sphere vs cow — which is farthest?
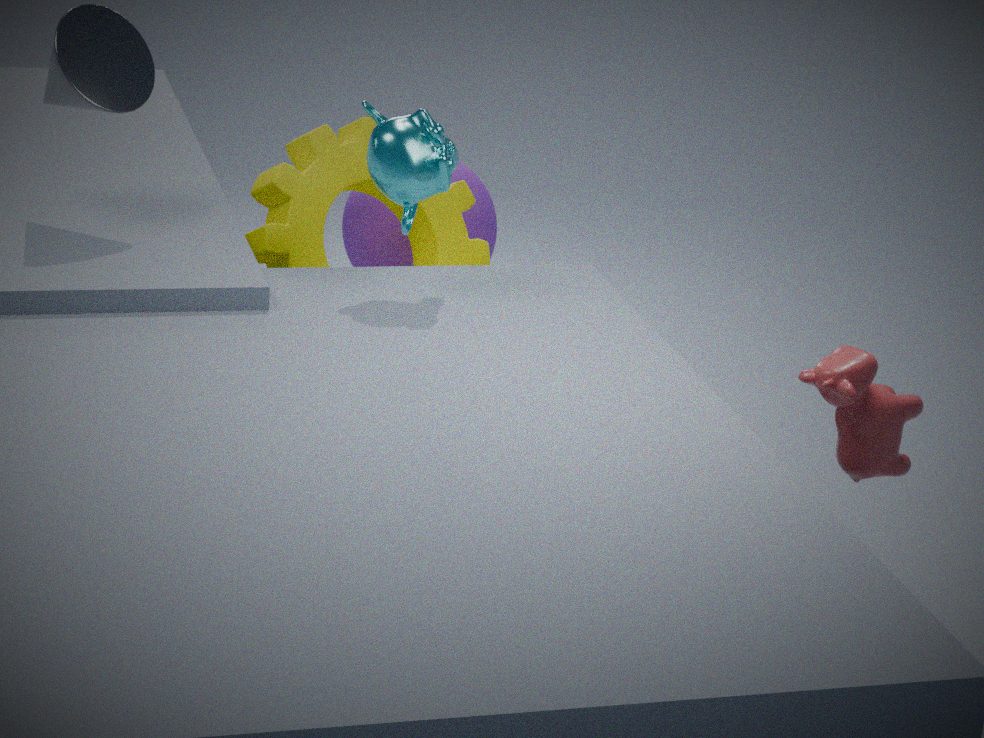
sphere
